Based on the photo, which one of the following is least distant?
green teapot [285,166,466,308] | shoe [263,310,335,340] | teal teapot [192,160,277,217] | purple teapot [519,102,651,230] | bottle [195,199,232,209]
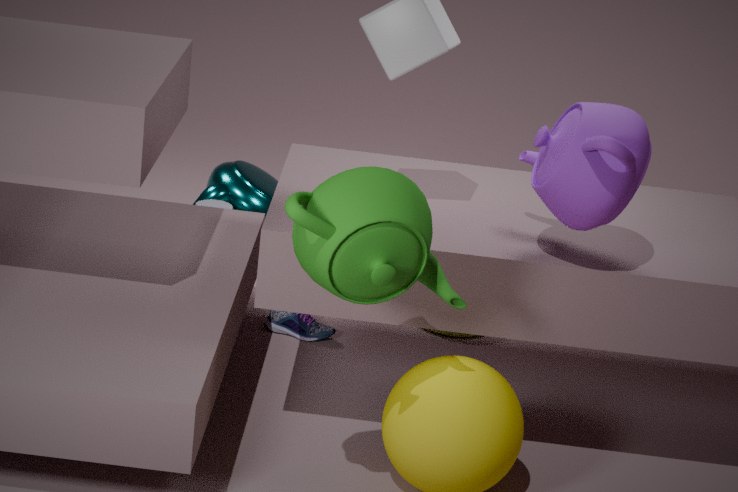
green teapot [285,166,466,308]
